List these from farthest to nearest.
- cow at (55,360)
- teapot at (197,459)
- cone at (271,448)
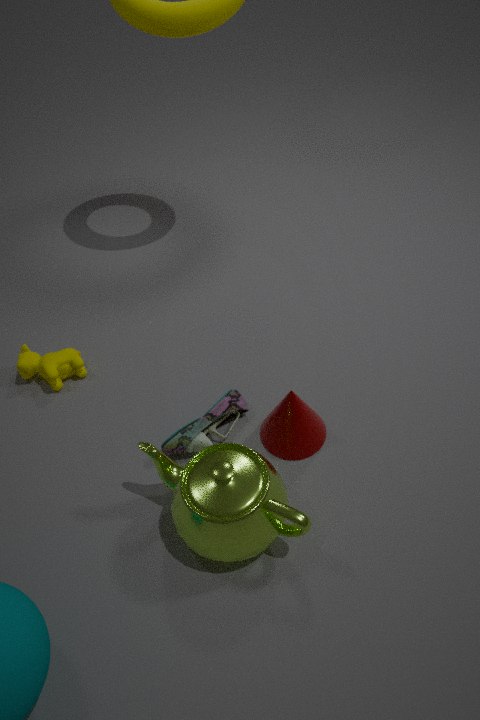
1. cow at (55,360)
2. cone at (271,448)
3. teapot at (197,459)
